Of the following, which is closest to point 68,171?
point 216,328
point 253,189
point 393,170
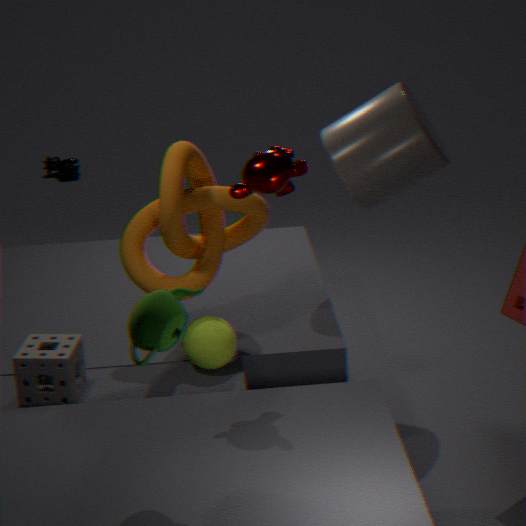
point 393,170
